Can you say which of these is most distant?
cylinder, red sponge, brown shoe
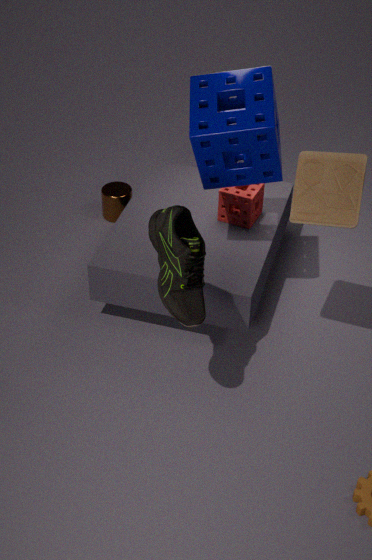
cylinder
